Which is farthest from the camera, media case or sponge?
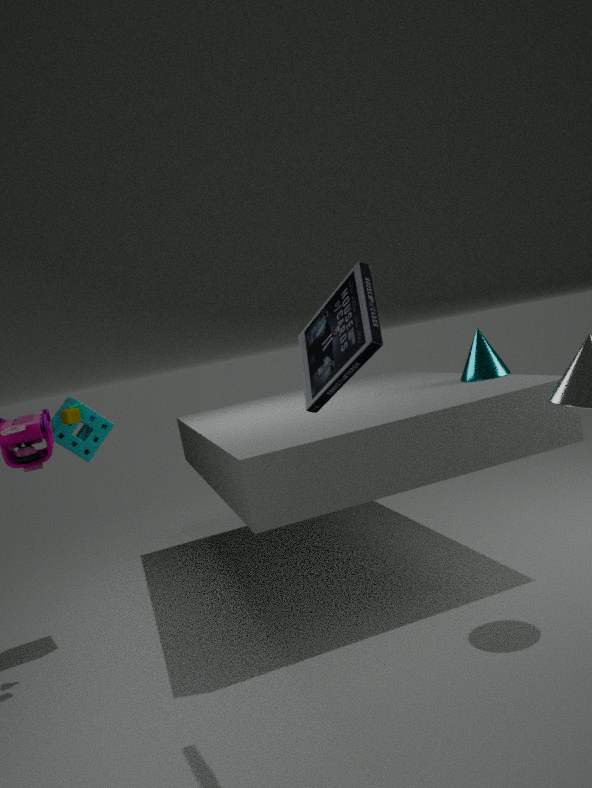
sponge
